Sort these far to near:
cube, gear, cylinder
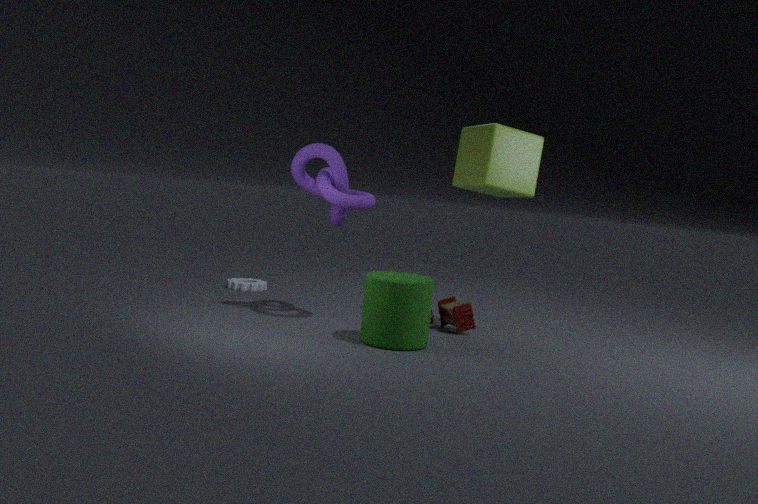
gear, cube, cylinder
